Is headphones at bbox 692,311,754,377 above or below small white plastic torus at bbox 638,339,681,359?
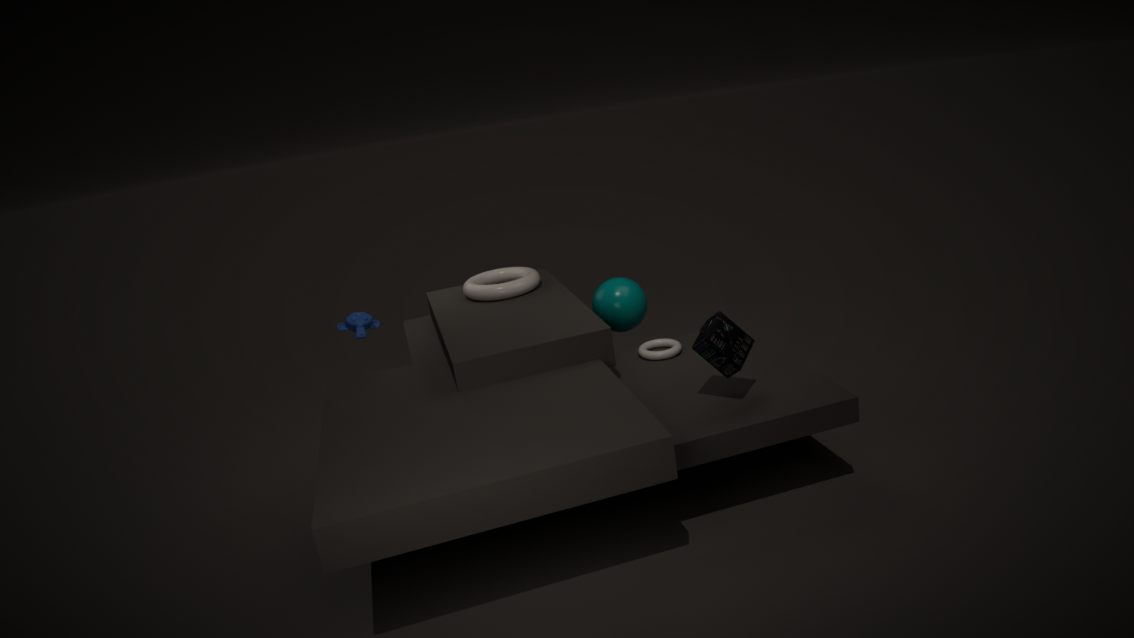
above
